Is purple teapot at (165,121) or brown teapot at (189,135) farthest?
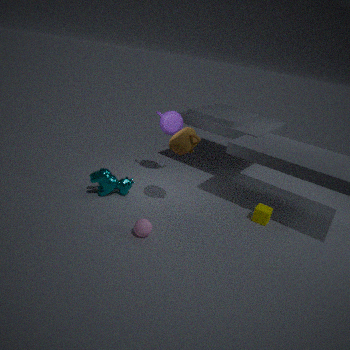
purple teapot at (165,121)
